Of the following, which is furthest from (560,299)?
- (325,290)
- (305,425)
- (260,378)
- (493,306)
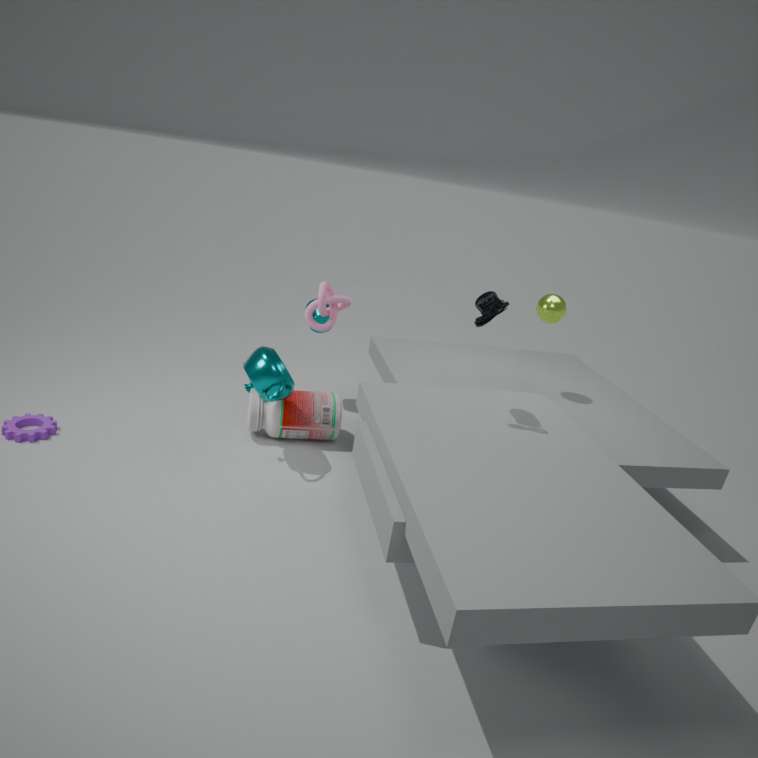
(260,378)
